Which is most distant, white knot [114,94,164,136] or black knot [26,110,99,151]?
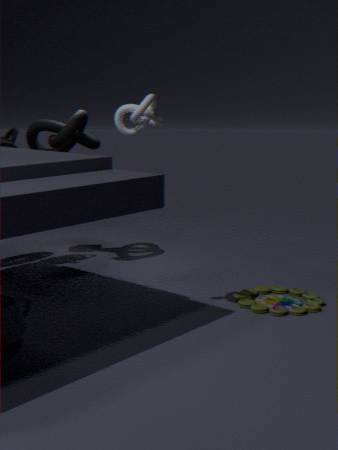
black knot [26,110,99,151]
